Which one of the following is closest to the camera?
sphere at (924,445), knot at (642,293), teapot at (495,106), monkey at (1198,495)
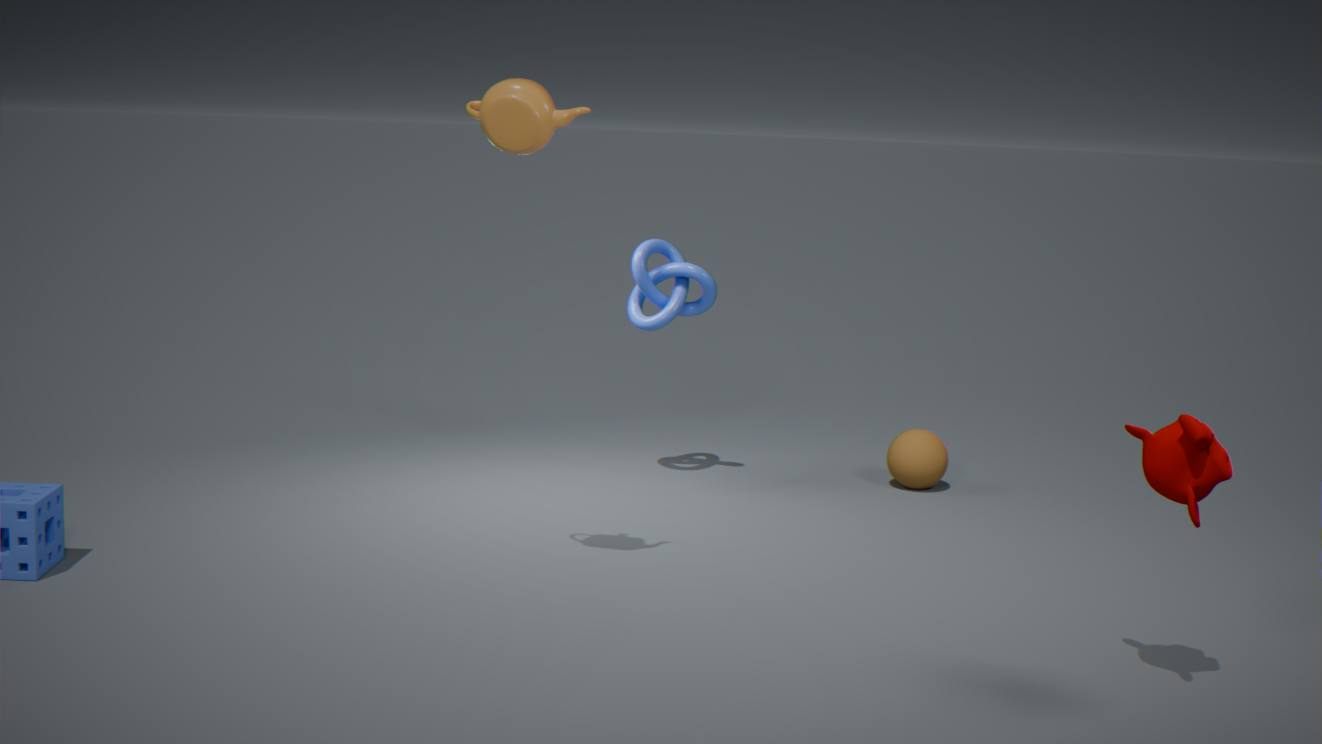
monkey at (1198,495)
